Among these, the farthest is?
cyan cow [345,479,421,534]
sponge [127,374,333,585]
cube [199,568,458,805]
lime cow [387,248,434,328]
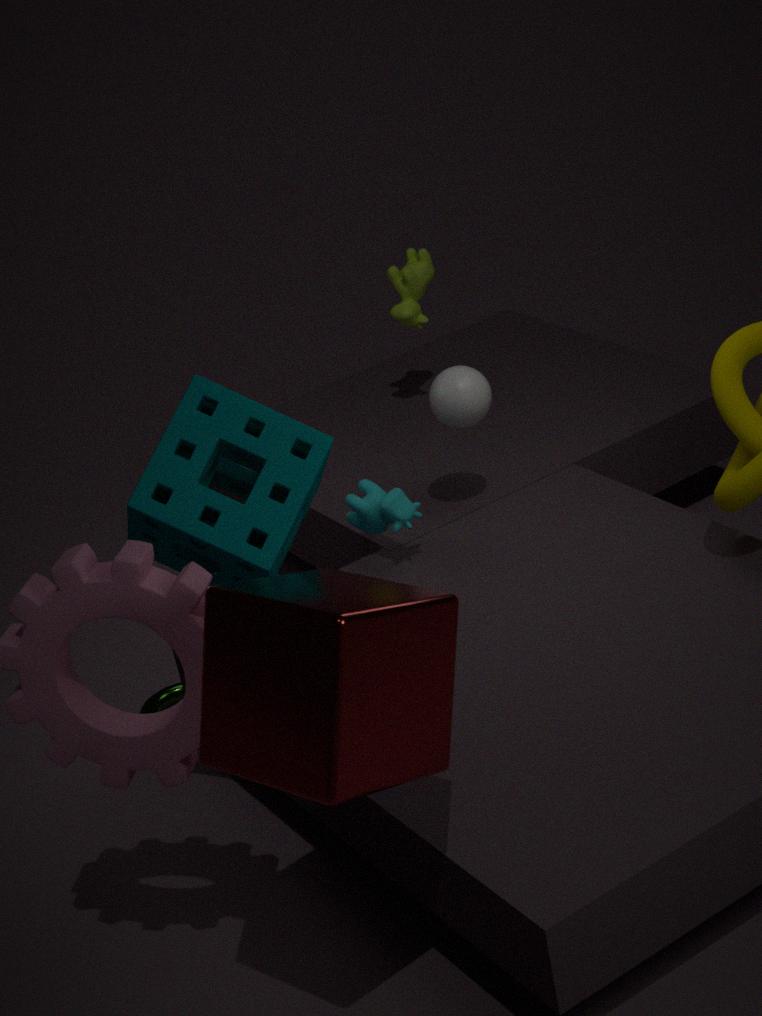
lime cow [387,248,434,328]
